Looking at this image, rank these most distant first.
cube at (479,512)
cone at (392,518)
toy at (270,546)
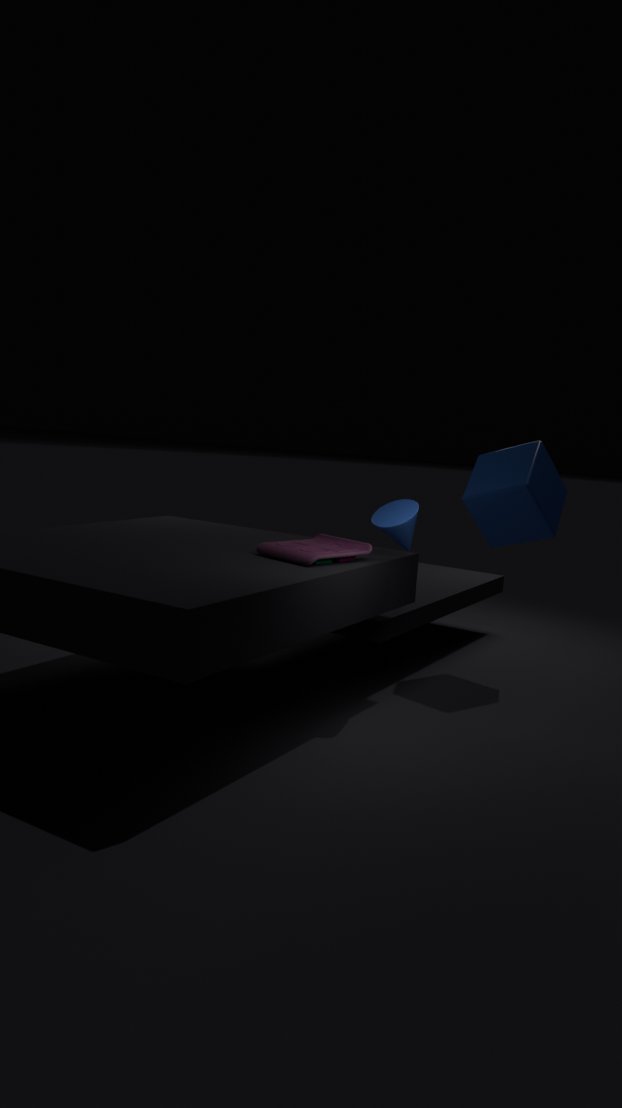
cube at (479,512), cone at (392,518), toy at (270,546)
